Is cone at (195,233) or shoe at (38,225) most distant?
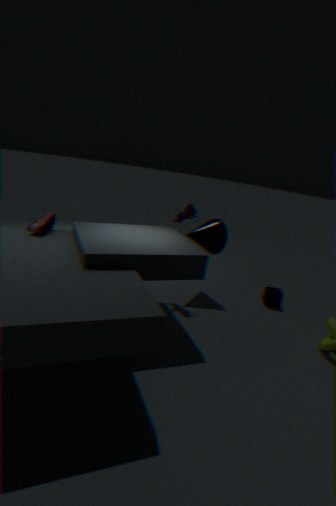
cone at (195,233)
